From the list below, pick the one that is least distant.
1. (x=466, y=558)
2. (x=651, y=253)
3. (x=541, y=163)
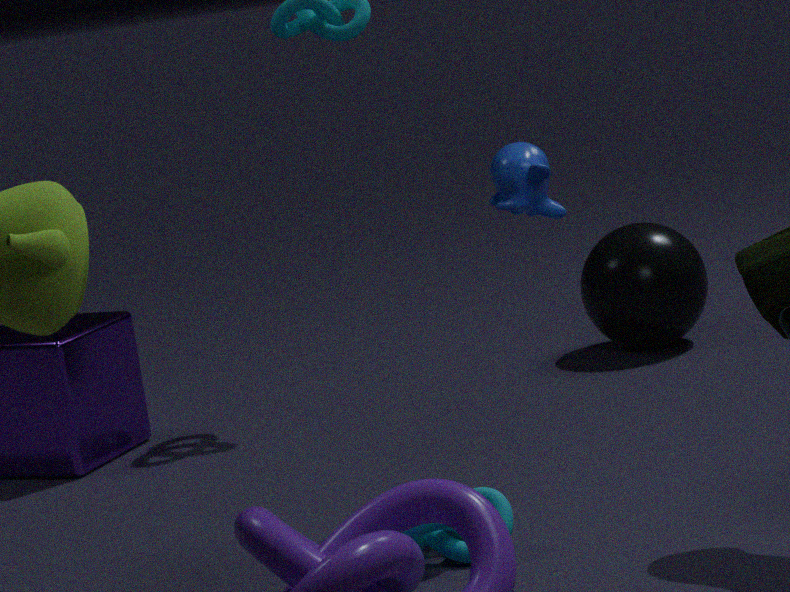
(x=466, y=558)
